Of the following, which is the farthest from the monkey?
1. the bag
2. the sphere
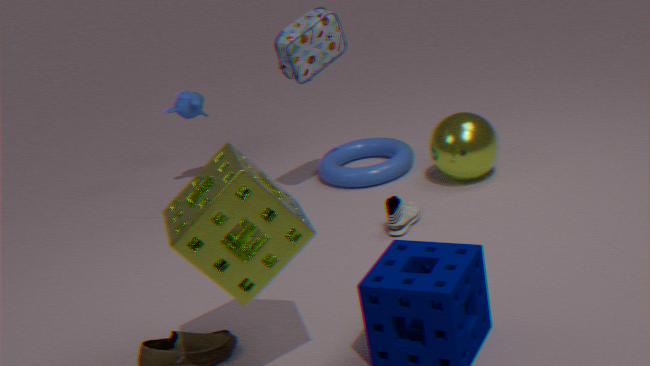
the sphere
